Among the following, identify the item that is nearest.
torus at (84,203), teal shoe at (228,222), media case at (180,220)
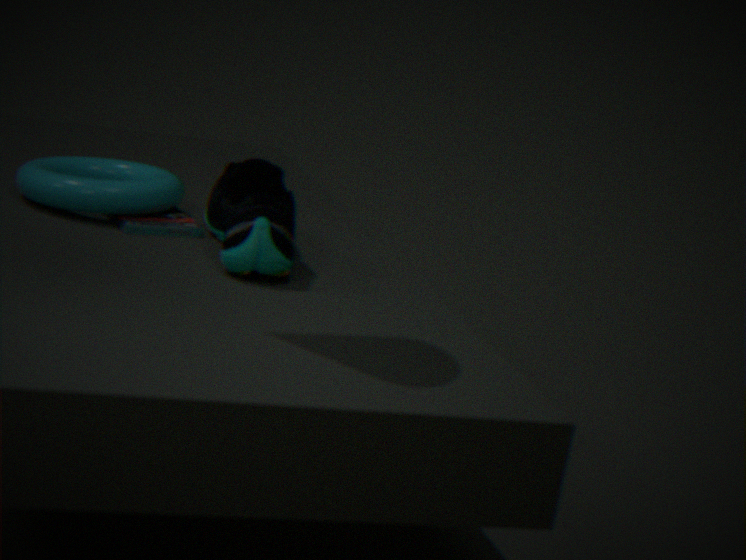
teal shoe at (228,222)
